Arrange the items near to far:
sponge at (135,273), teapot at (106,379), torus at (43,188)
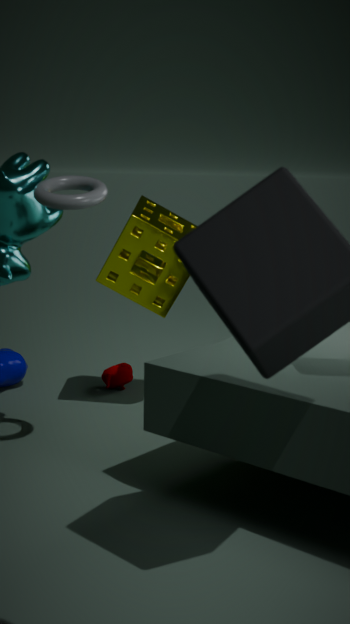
torus at (43,188), sponge at (135,273), teapot at (106,379)
